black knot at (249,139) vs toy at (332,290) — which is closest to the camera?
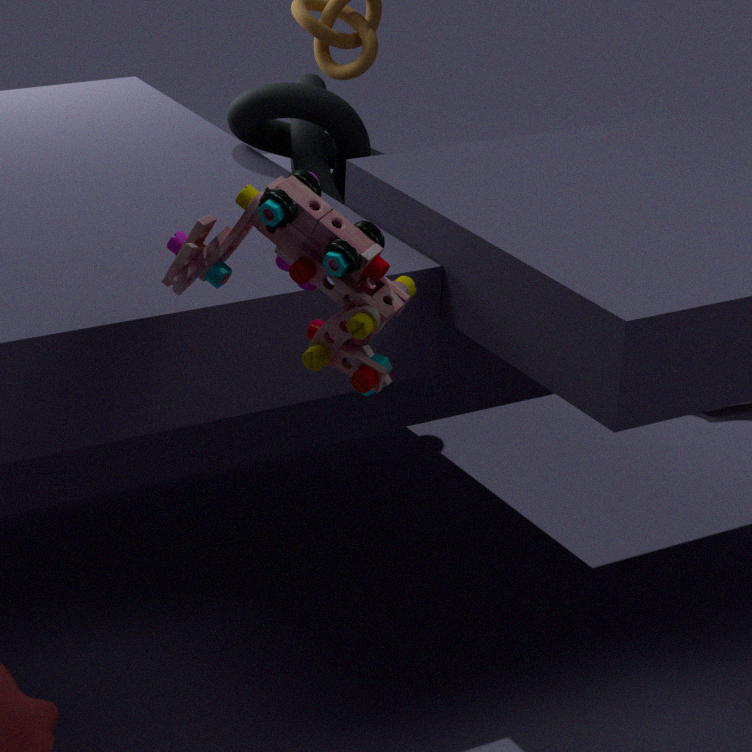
toy at (332,290)
